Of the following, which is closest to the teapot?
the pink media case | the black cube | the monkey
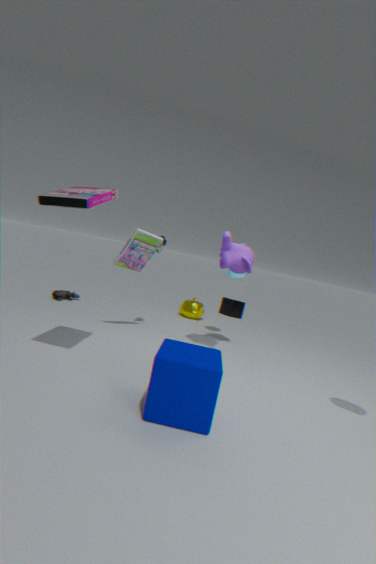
the black cube
